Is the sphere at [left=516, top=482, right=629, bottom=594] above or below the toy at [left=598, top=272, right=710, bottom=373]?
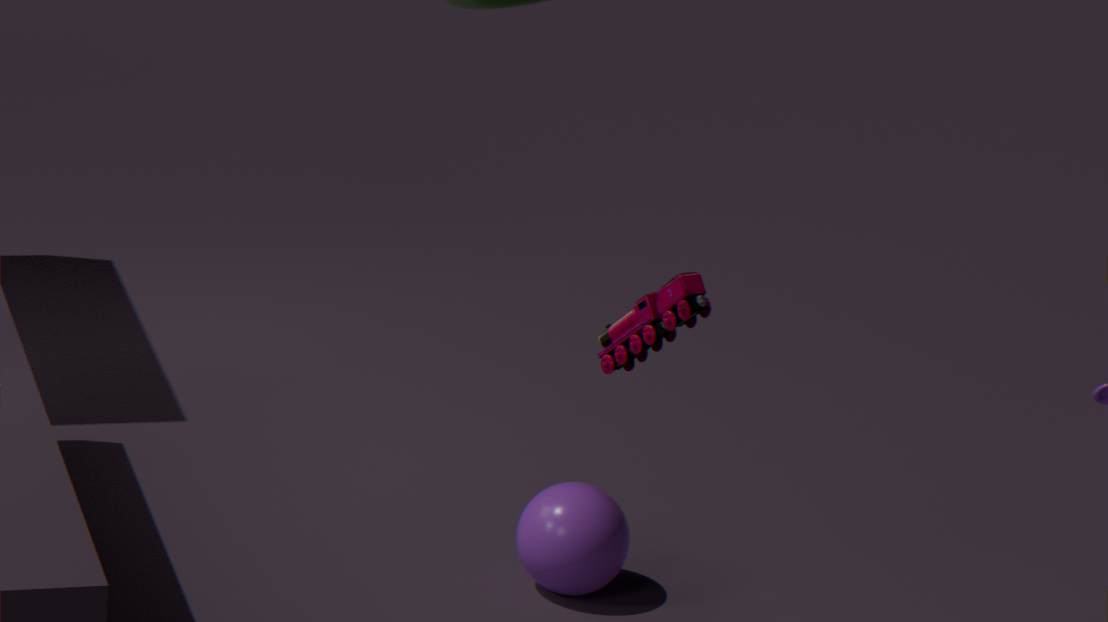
below
